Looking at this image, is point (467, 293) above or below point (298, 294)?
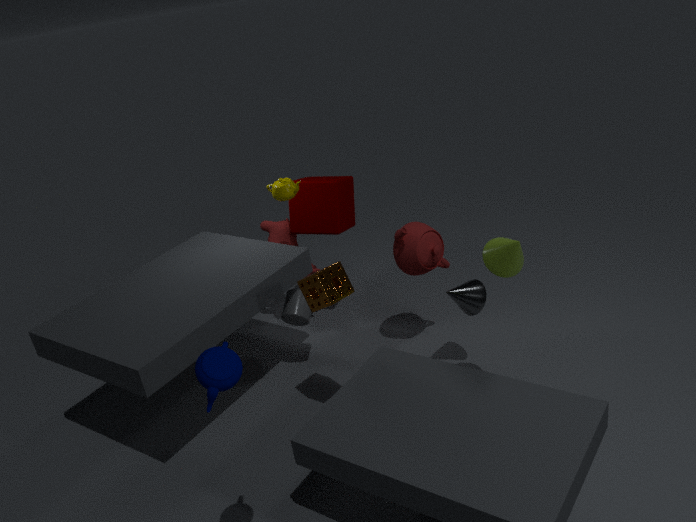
above
